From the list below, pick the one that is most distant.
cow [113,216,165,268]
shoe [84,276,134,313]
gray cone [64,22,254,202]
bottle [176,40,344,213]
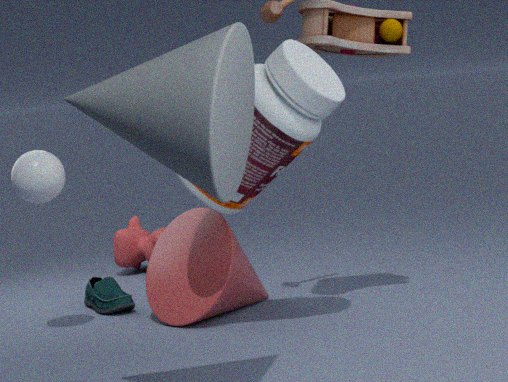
cow [113,216,165,268]
